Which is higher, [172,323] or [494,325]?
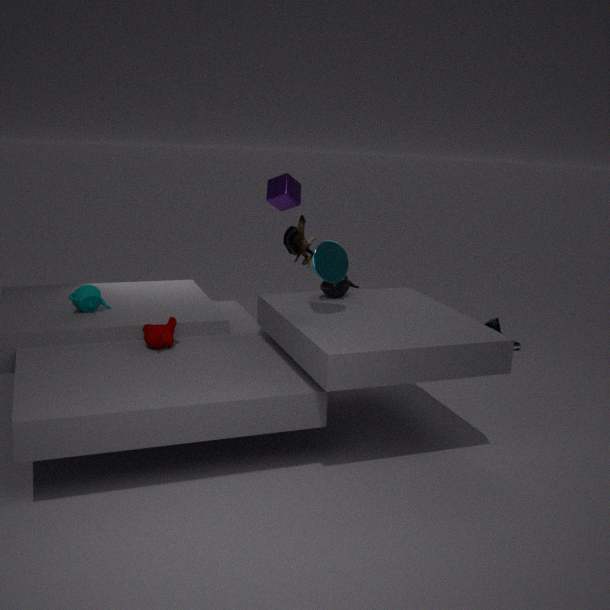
[172,323]
